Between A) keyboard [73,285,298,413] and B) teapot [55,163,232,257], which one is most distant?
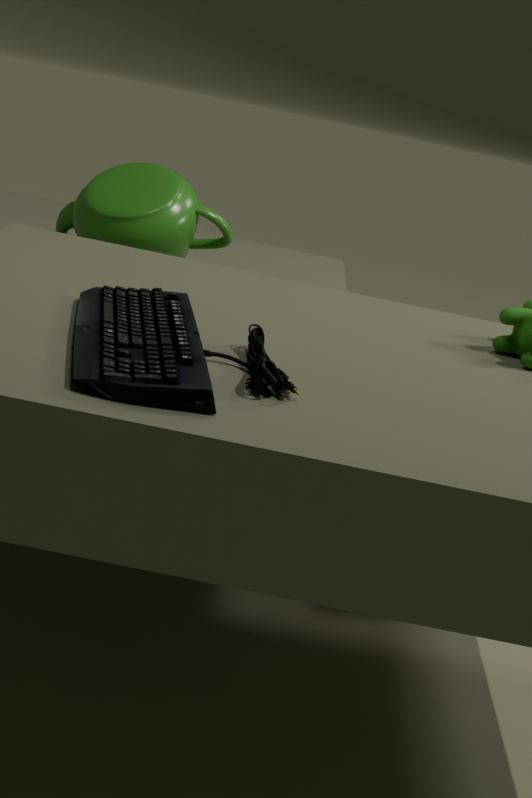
B. teapot [55,163,232,257]
